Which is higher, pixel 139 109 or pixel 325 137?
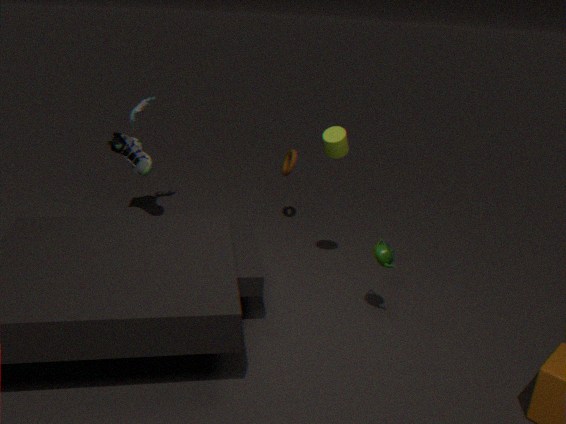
pixel 325 137
